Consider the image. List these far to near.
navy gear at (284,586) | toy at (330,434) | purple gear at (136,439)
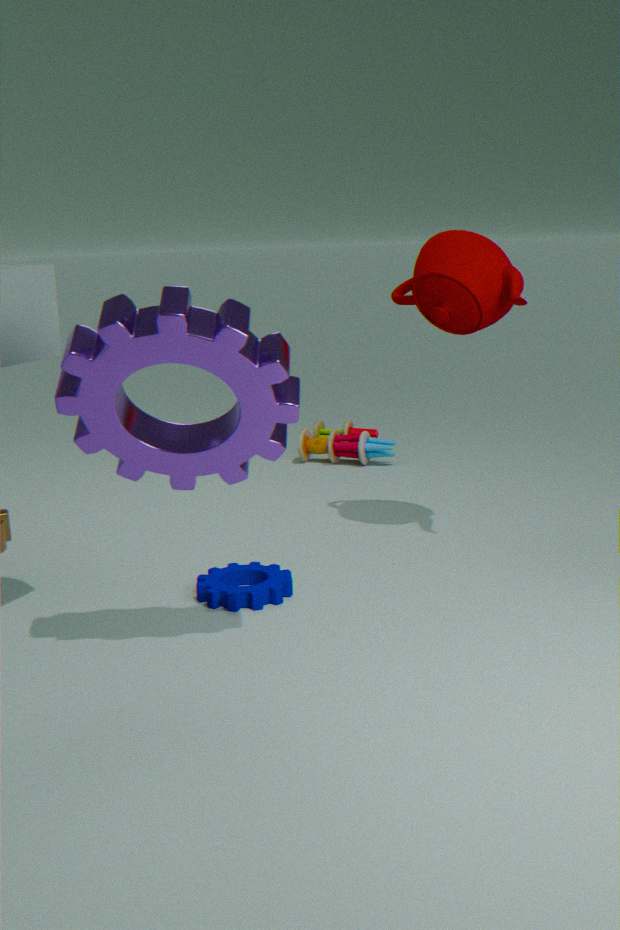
toy at (330,434) < navy gear at (284,586) < purple gear at (136,439)
